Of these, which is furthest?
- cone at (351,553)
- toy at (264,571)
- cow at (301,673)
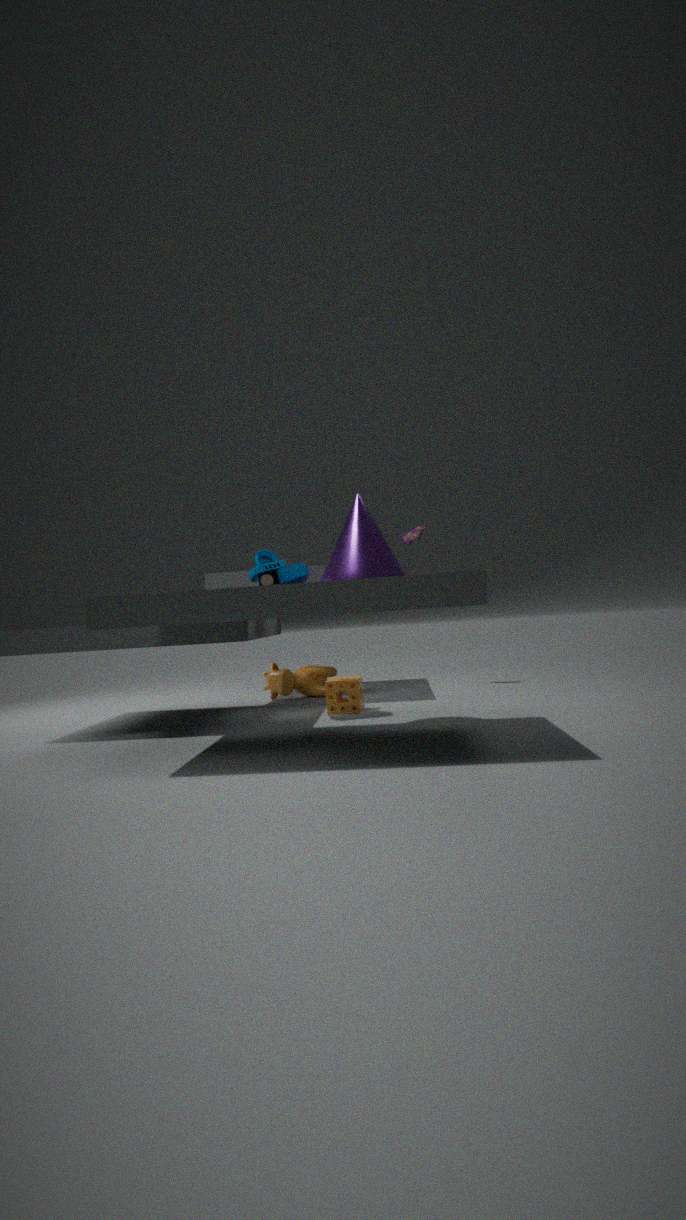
cow at (301,673)
